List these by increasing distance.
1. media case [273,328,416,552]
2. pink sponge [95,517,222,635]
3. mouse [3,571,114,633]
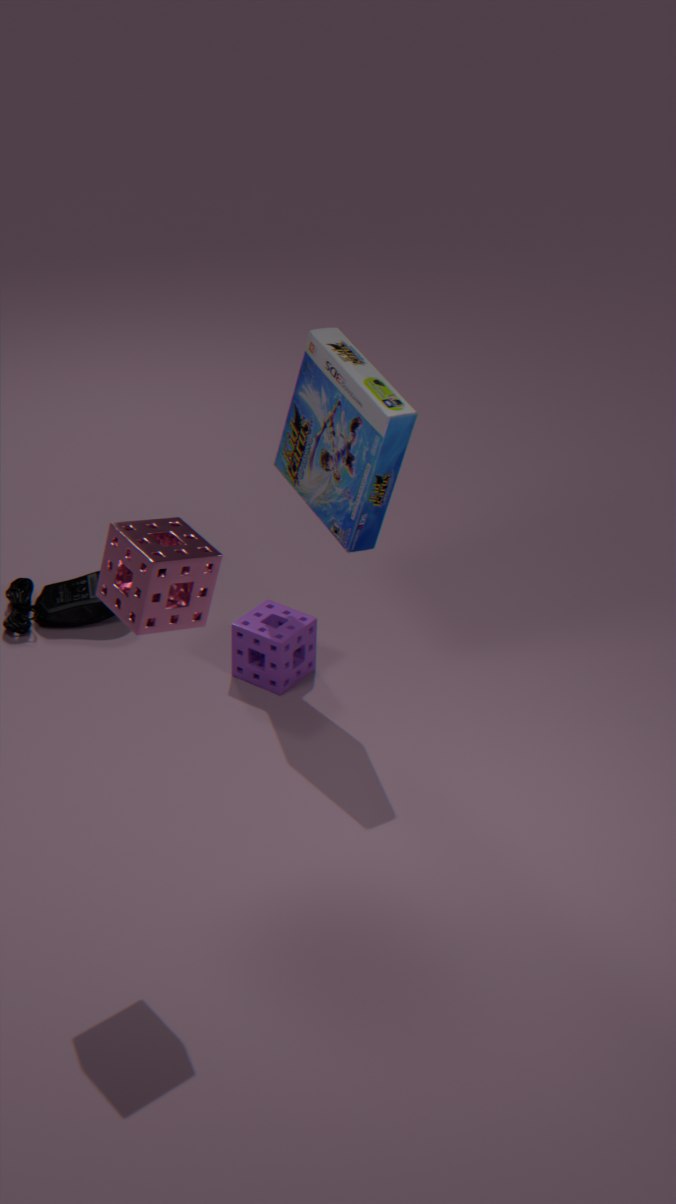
pink sponge [95,517,222,635] < media case [273,328,416,552] < mouse [3,571,114,633]
